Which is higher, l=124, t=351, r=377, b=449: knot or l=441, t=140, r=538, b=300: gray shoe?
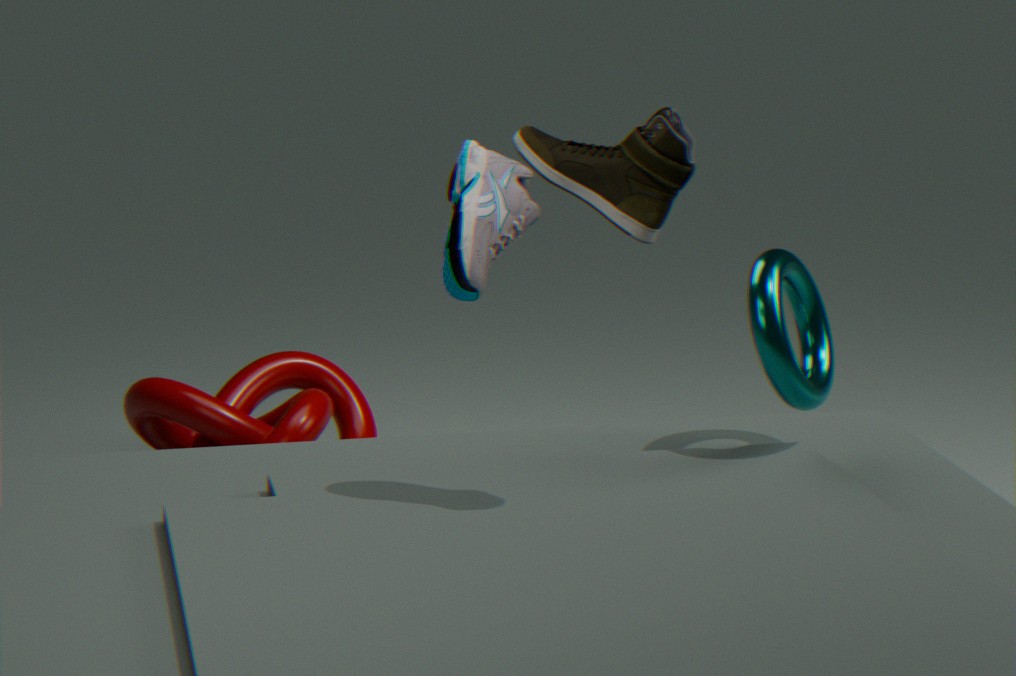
l=441, t=140, r=538, b=300: gray shoe
